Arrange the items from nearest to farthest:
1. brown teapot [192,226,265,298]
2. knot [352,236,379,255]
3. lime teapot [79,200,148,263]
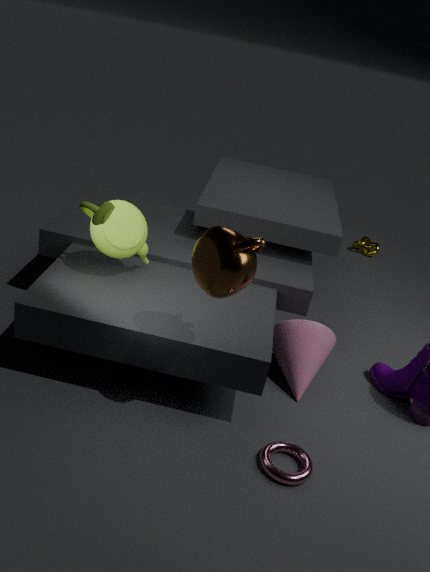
brown teapot [192,226,265,298], lime teapot [79,200,148,263], knot [352,236,379,255]
